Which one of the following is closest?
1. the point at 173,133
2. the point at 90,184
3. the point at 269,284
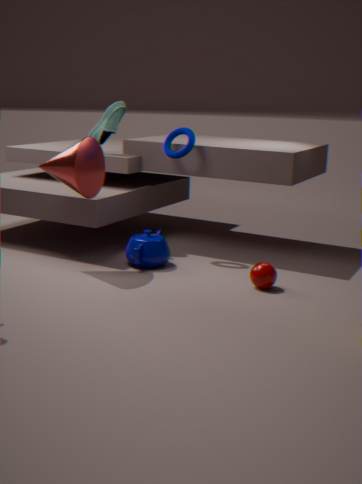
the point at 269,284
